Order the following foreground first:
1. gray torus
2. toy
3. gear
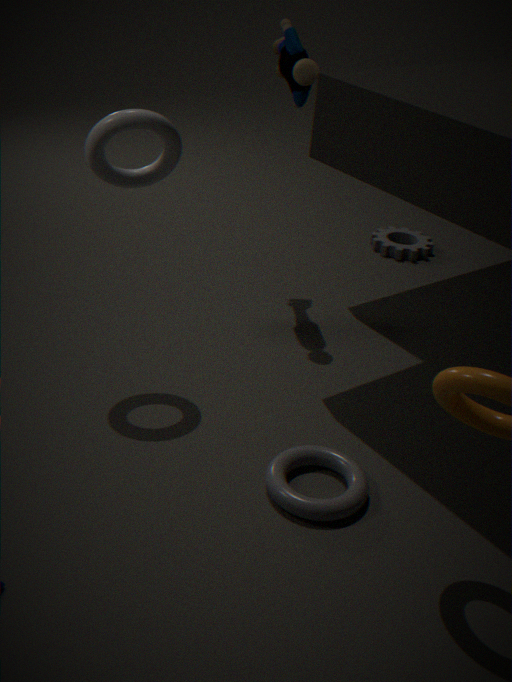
gray torus, toy, gear
